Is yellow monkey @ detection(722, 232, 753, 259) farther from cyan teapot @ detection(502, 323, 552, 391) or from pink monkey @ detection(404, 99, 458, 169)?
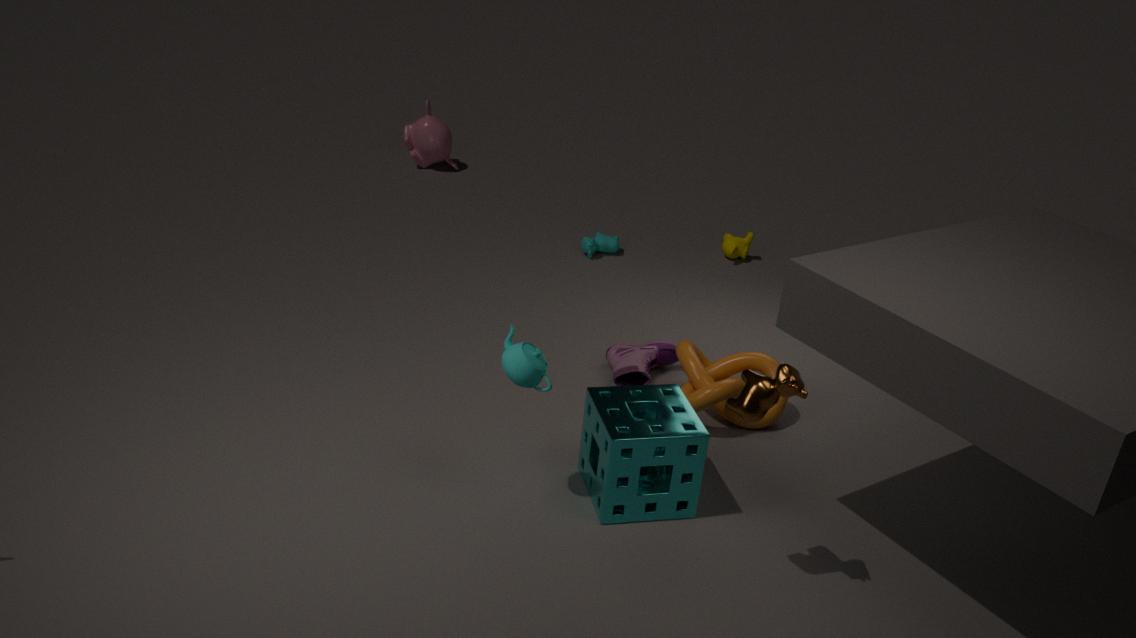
cyan teapot @ detection(502, 323, 552, 391)
